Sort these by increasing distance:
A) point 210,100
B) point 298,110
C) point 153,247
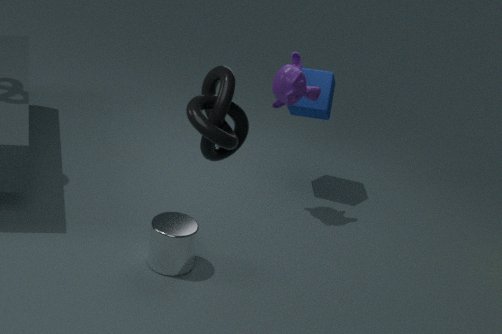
1. point 210,100
2. point 153,247
3. point 298,110
